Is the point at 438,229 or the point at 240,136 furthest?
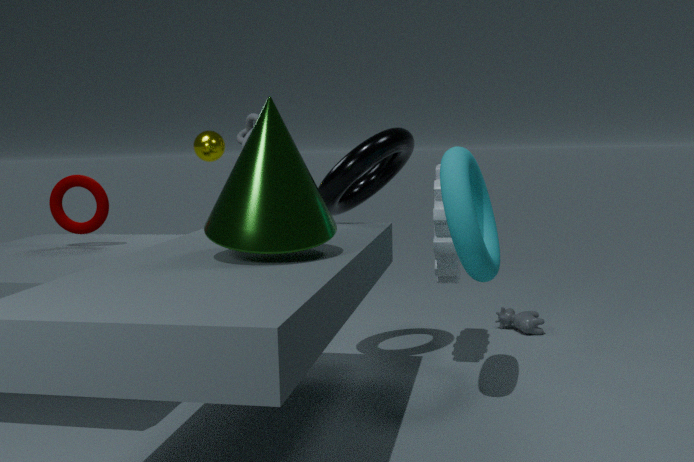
the point at 240,136
